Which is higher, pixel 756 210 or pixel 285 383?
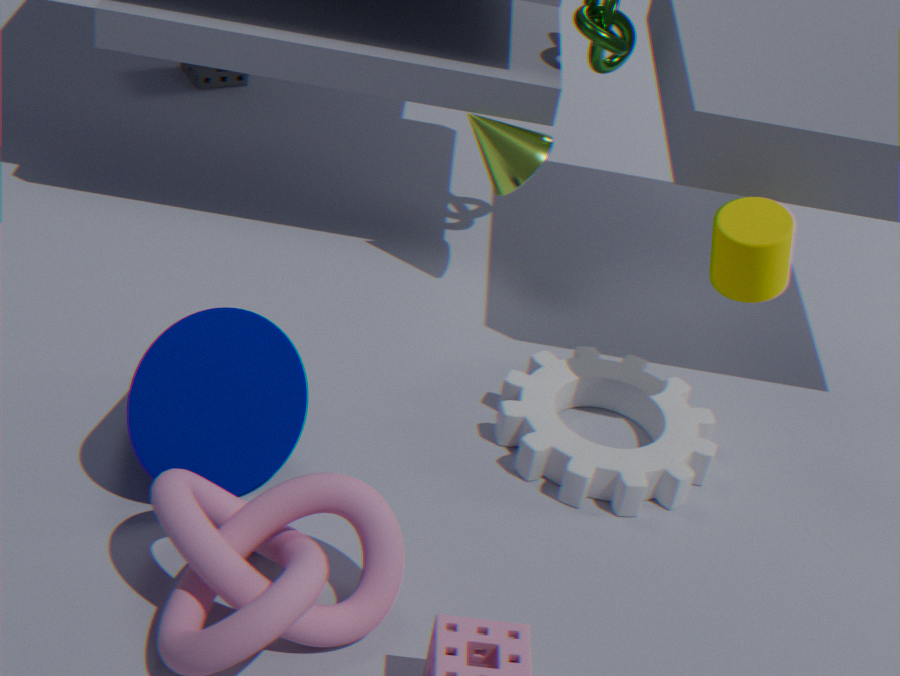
pixel 756 210
